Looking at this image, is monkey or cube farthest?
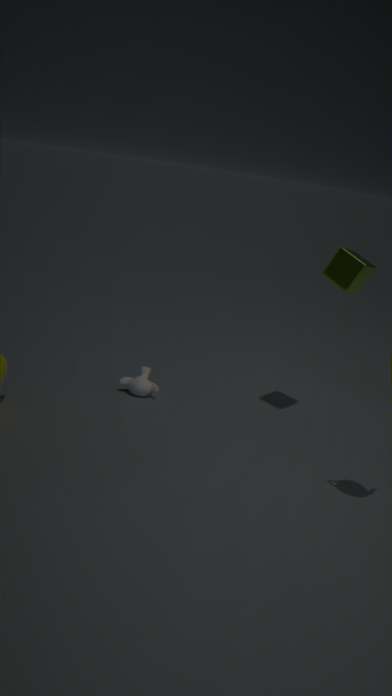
monkey
